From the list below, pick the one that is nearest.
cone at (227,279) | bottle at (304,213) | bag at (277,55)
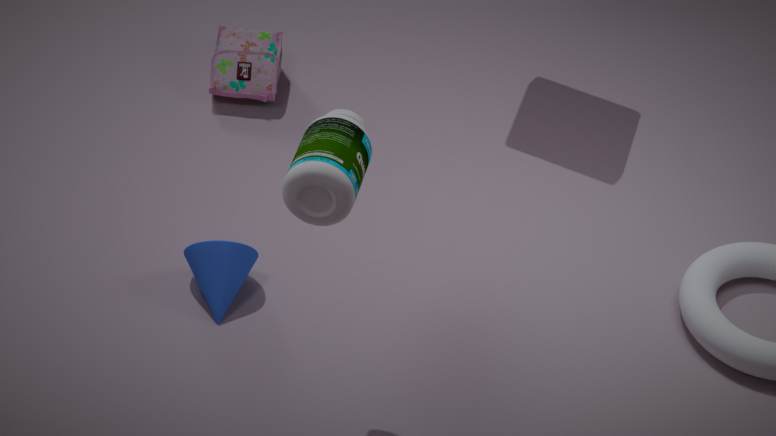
bottle at (304,213)
